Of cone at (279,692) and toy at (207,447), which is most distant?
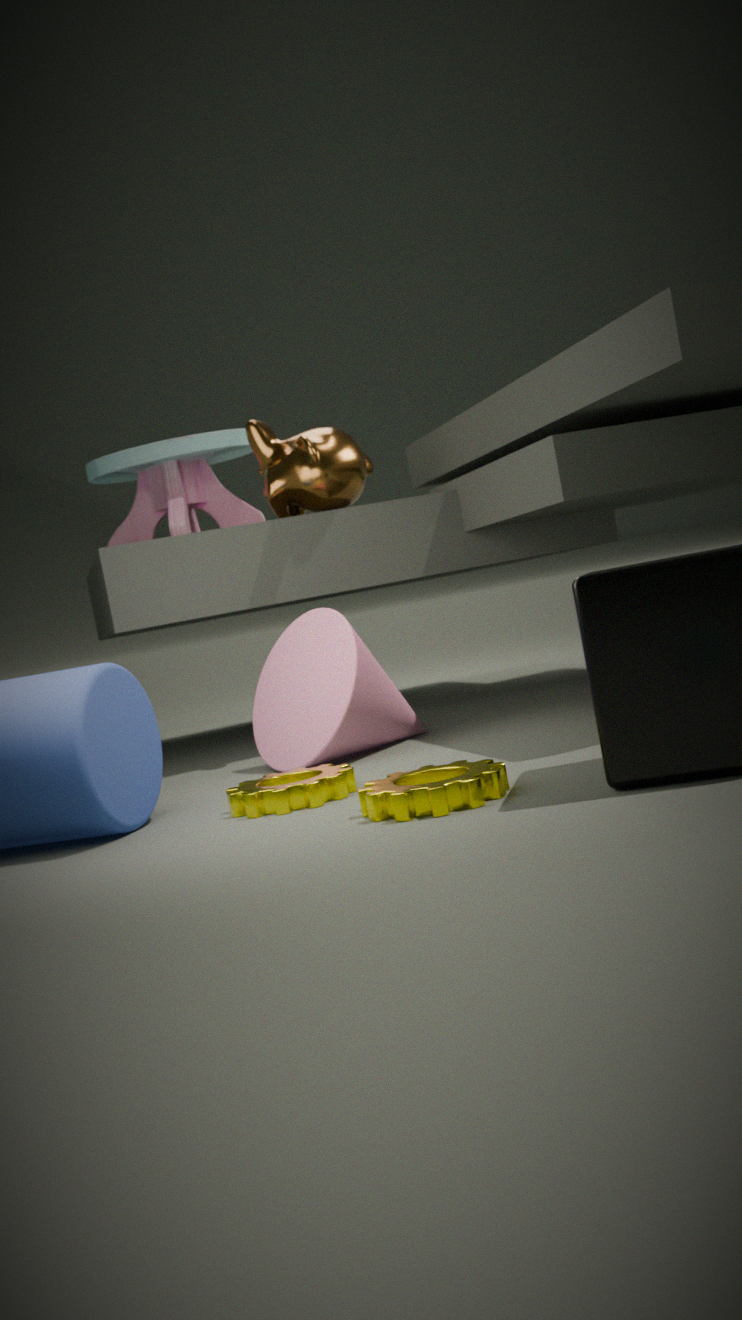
toy at (207,447)
